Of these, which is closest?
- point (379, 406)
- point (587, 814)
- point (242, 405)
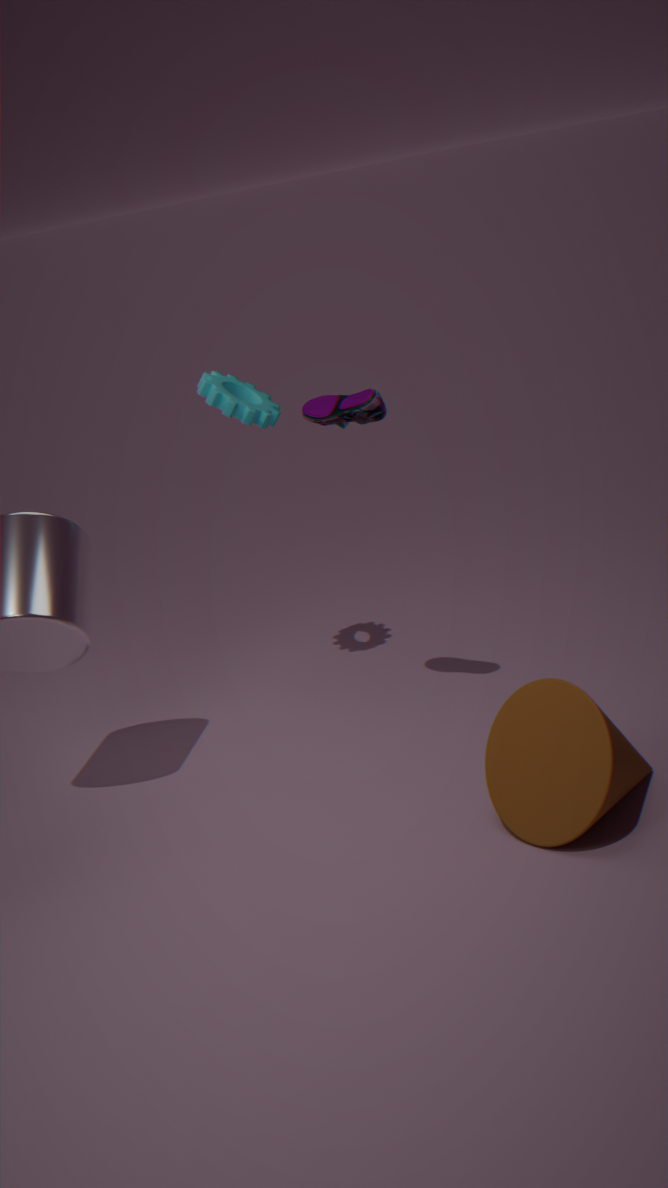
point (587, 814)
